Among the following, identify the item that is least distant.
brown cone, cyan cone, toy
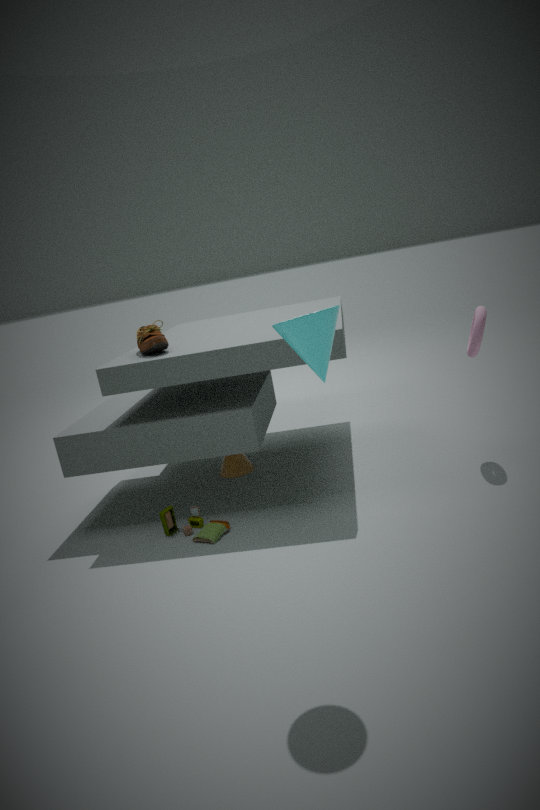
cyan cone
